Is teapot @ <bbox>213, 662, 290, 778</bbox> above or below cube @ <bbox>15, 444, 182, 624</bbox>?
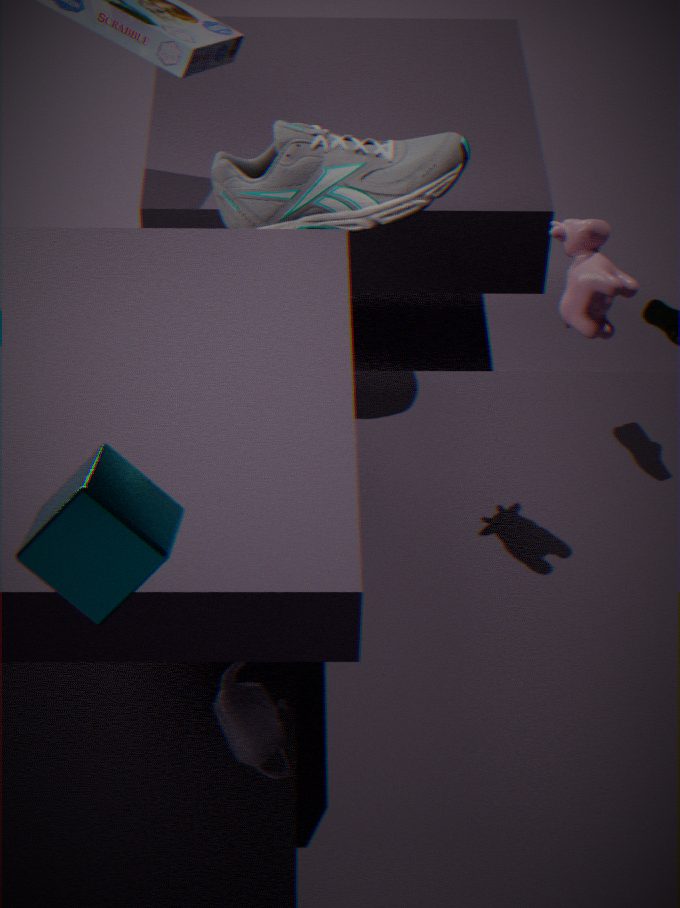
below
